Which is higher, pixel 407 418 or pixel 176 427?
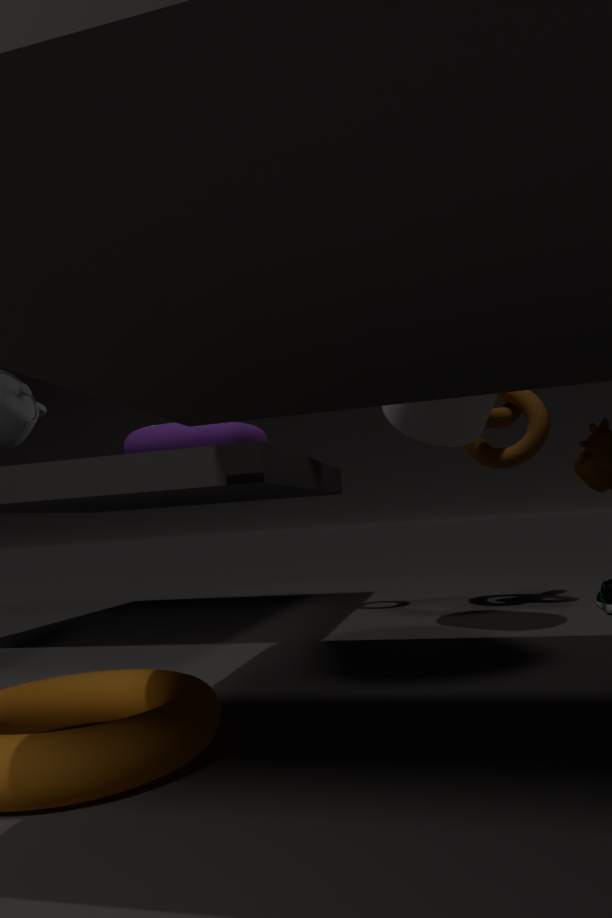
pixel 407 418
